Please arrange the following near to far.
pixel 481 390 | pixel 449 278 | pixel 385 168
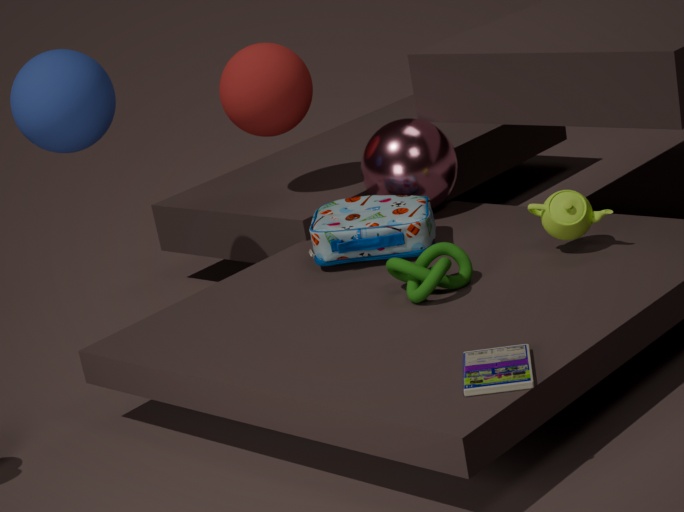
pixel 481 390 → pixel 449 278 → pixel 385 168
